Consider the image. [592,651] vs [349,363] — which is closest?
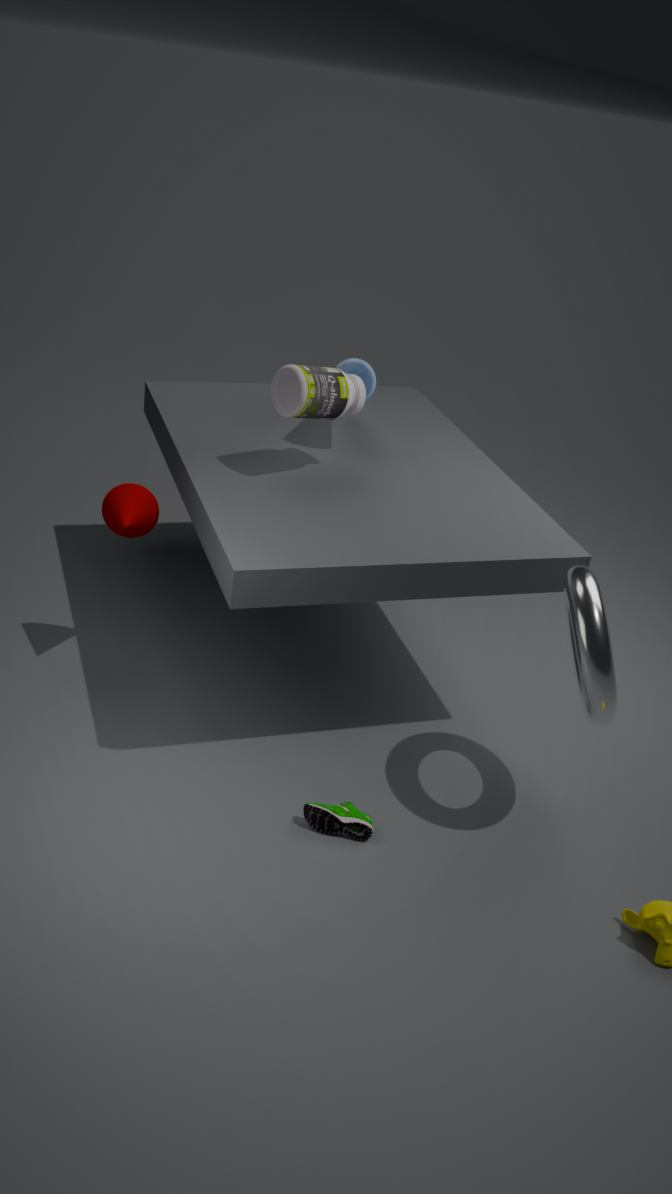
Result: [592,651]
